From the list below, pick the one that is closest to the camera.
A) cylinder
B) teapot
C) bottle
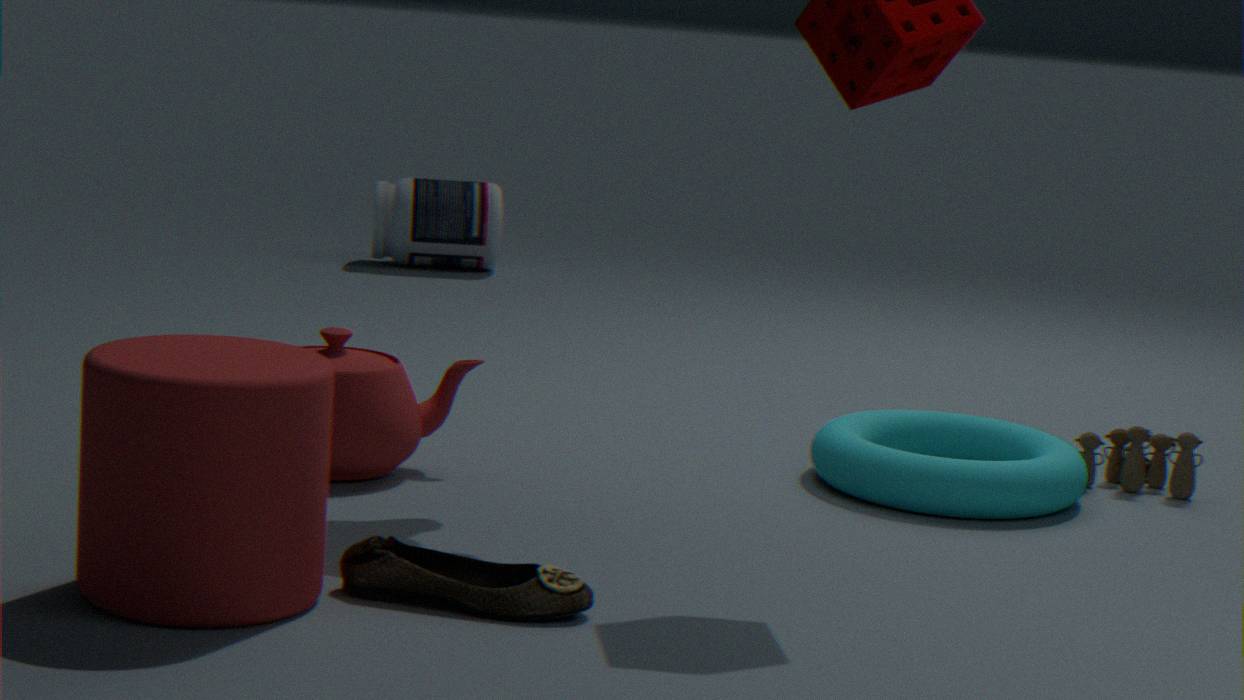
cylinder
